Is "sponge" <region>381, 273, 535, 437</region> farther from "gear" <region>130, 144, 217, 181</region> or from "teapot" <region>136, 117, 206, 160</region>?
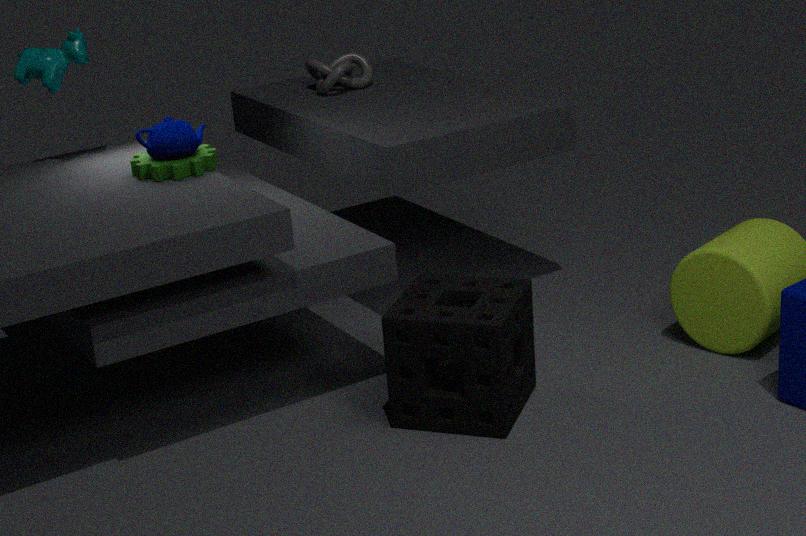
"teapot" <region>136, 117, 206, 160</region>
